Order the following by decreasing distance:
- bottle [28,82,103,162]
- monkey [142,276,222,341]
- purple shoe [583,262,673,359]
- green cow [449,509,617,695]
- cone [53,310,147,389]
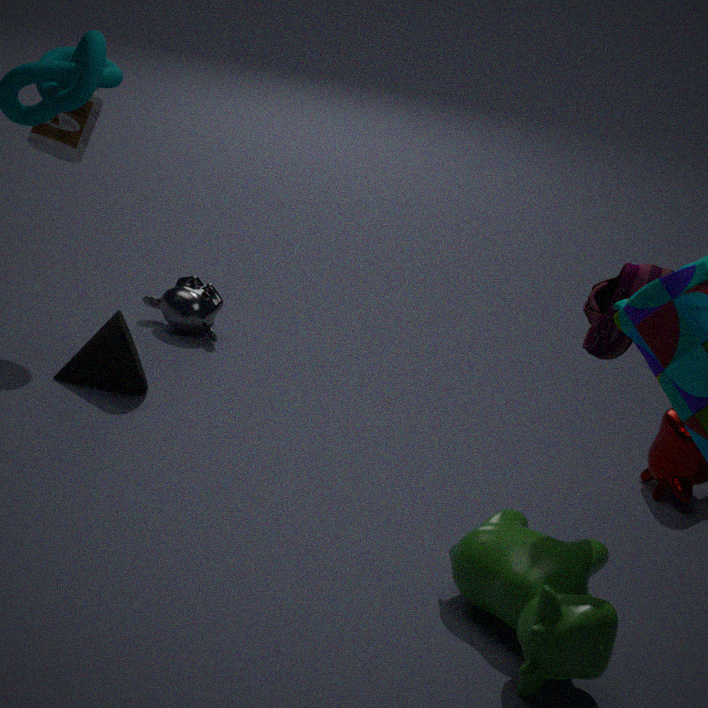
monkey [142,276,222,341] → bottle [28,82,103,162] → cone [53,310,147,389] → purple shoe [583,262,673,359] → green cow [449,509,617,695]
